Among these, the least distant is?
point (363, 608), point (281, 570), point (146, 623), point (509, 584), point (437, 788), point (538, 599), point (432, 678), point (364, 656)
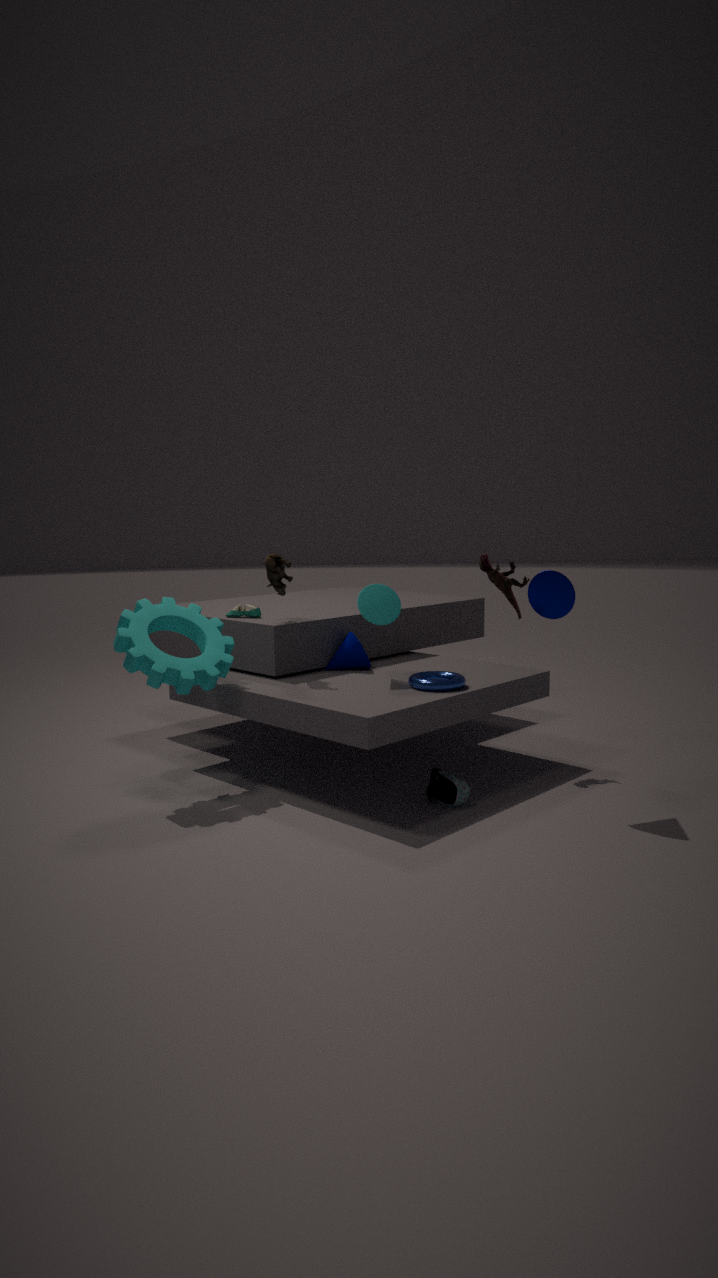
point (538, 599)
